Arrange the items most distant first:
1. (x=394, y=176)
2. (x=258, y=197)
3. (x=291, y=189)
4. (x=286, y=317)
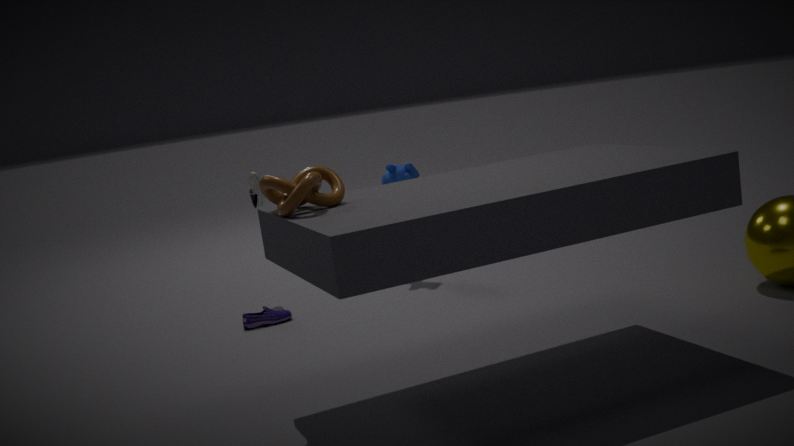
(x=394, y=176)
(x=258, y=197)
(x=286, y=317)
(x=291, y=189)
